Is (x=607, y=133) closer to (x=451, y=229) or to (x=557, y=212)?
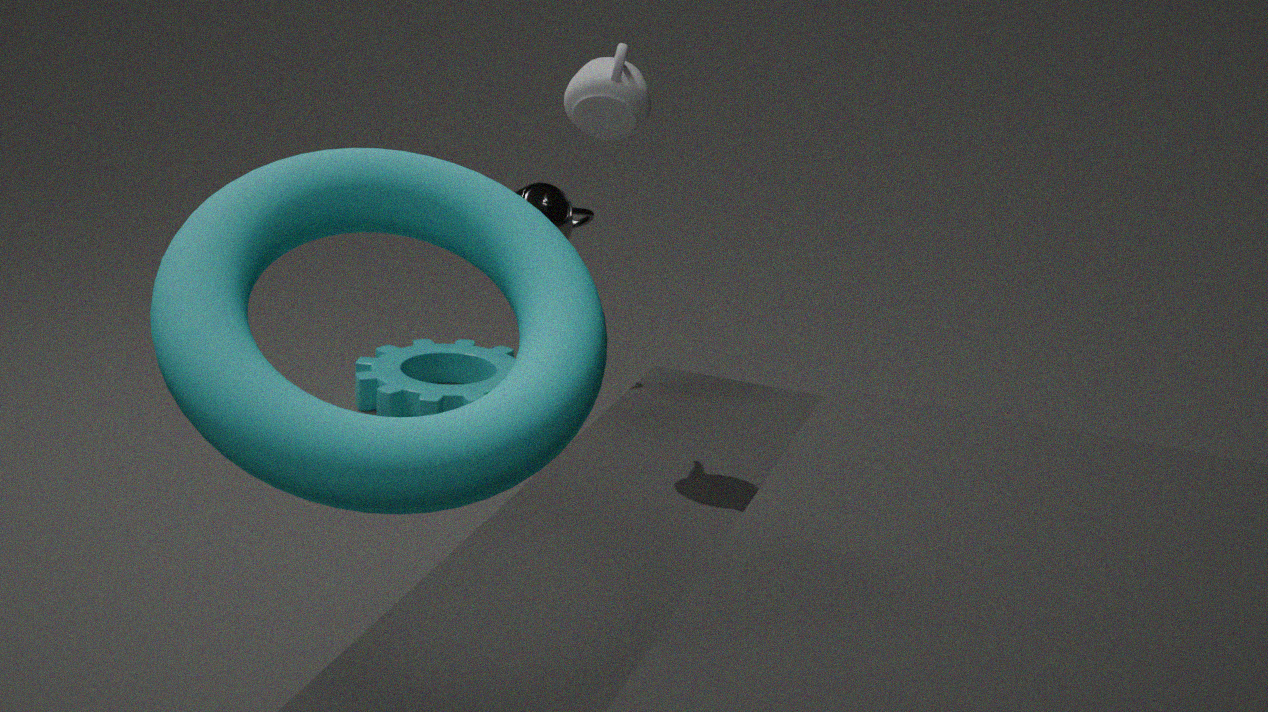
(x=557, y=212)
